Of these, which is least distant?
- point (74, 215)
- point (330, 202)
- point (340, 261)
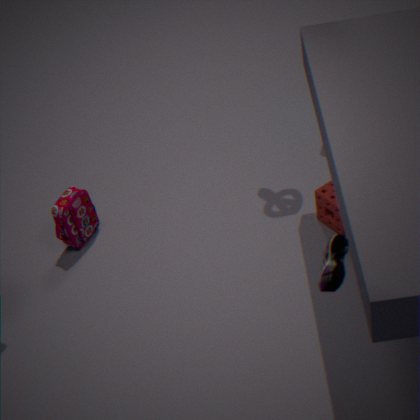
point (340, 261)
